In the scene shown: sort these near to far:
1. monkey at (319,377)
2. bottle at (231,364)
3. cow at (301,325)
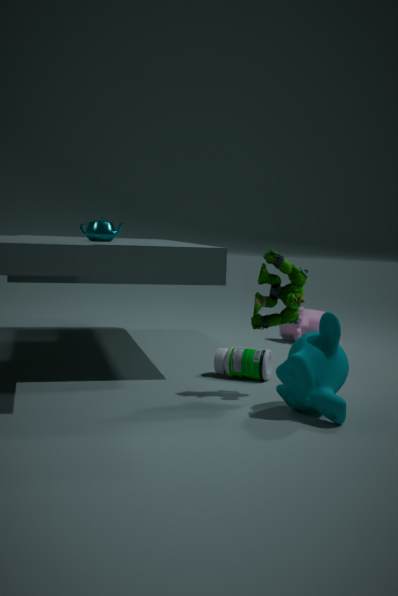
monkey at (319,377) → bottle at (231,364) → cow at (301,325)
